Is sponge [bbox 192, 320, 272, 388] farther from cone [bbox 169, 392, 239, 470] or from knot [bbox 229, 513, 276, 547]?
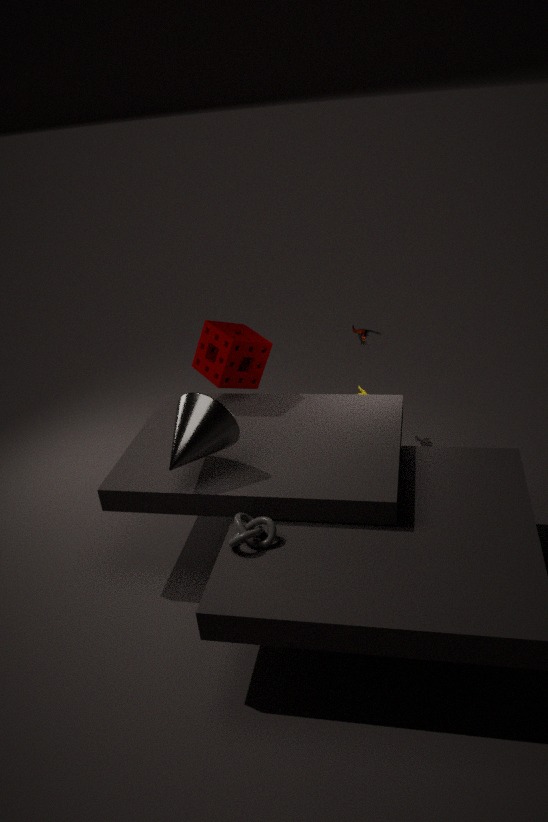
knot [bbox 229, 513, 276, 547]
